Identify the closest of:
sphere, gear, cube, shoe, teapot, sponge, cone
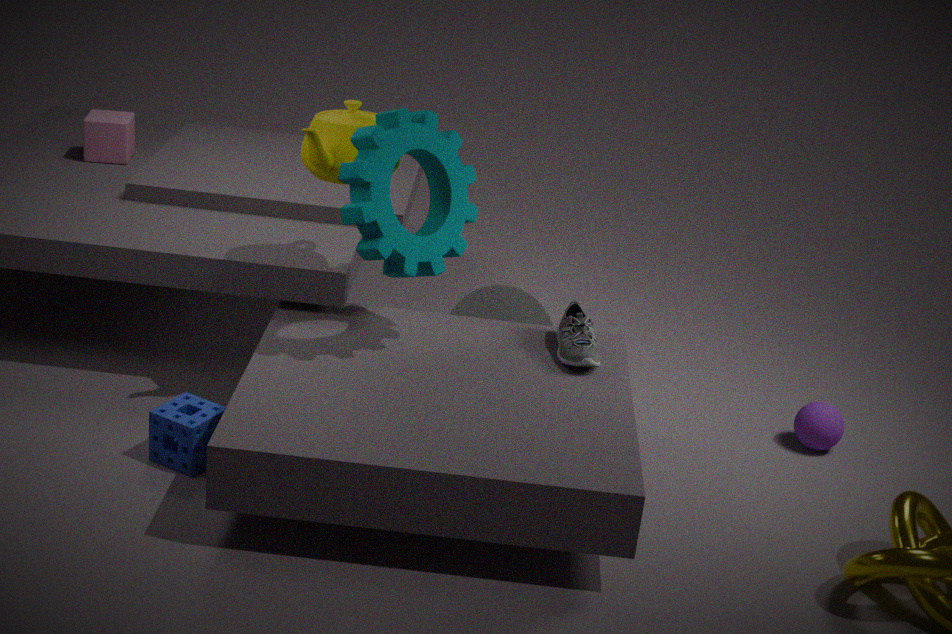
gear
